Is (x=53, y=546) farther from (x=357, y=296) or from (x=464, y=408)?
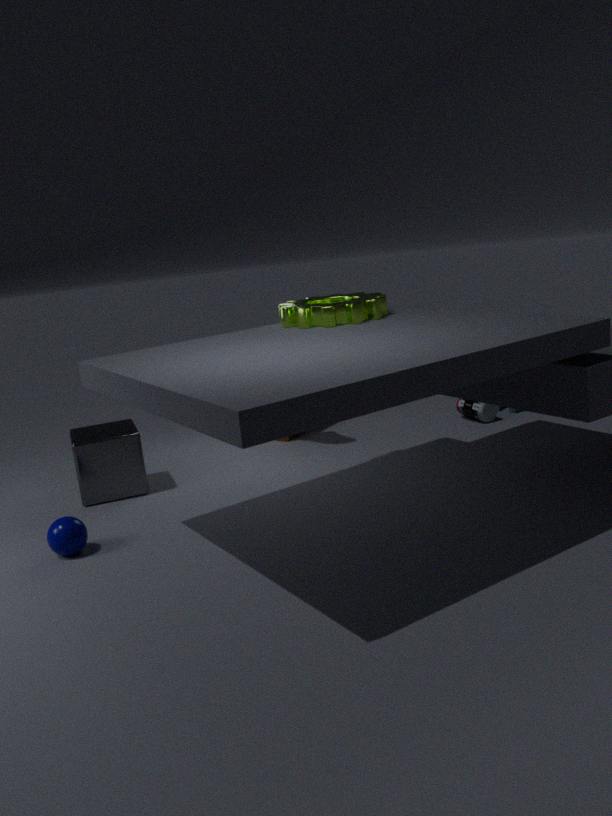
(x=464, y=408)
